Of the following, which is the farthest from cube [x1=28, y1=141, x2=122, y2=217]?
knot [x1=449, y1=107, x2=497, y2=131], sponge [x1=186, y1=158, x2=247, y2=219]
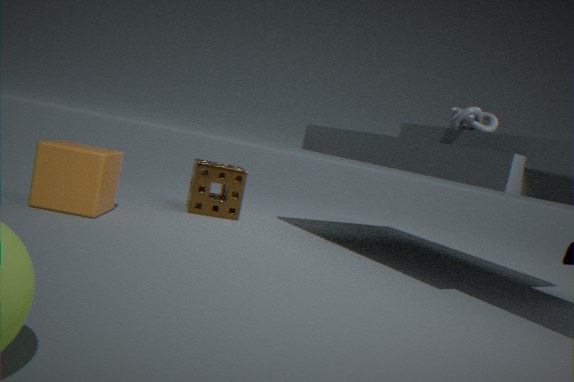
knot [x1=449, y1=107, x2=497, y2=131]
